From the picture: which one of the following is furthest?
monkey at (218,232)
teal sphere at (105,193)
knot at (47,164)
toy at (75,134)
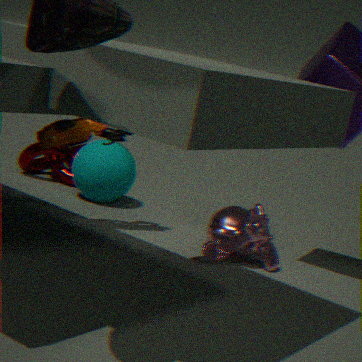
knot at (47,164)
